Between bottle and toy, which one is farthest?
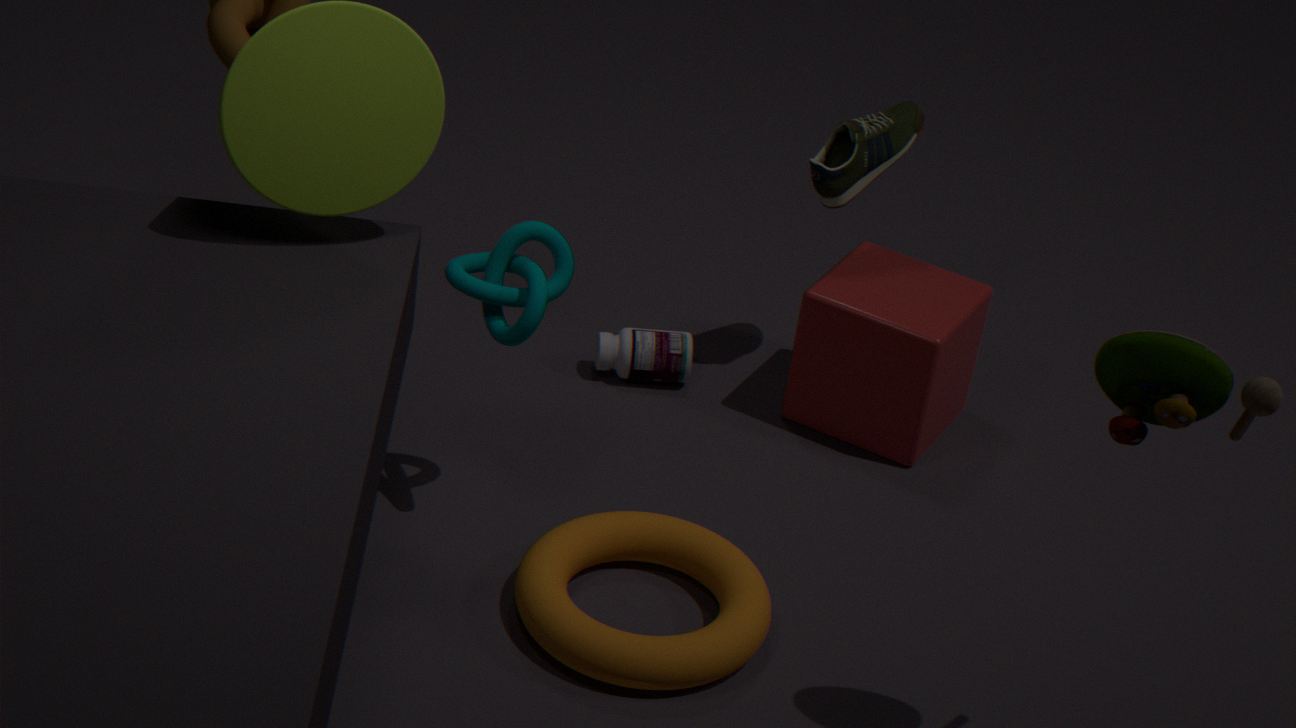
bottle
